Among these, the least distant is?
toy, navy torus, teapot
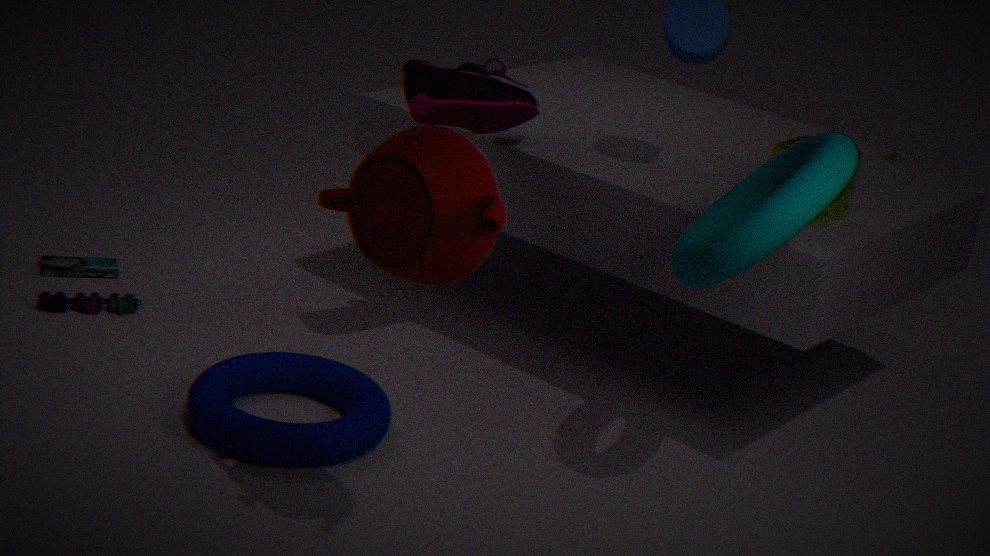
teapot
